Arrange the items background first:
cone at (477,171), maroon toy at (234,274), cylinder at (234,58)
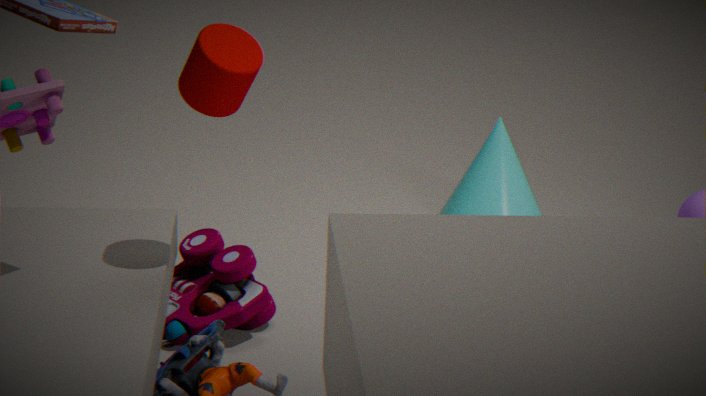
cone at (477,171) < maroon toy at (234,274) < cylinder at (234,58)
